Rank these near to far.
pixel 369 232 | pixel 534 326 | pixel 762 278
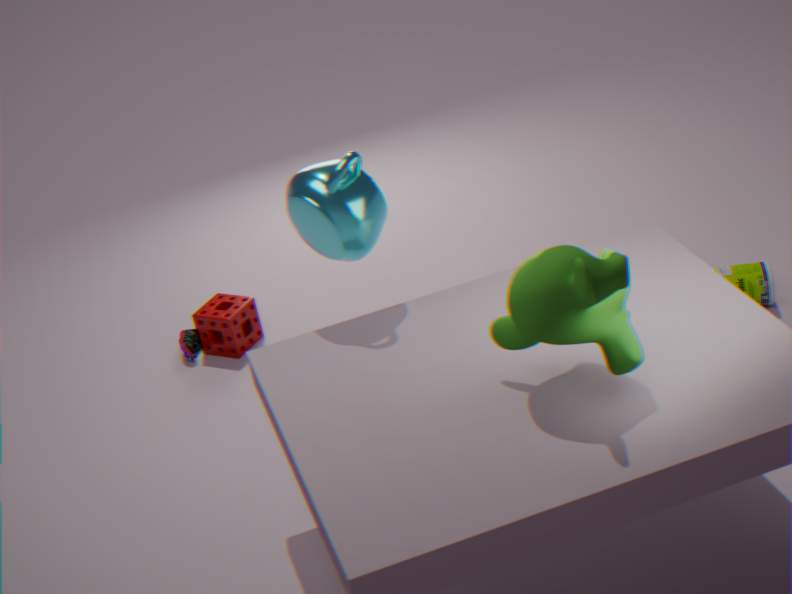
1. pixel 534 326
2. pixel 369 232
3. pixel 762 278
